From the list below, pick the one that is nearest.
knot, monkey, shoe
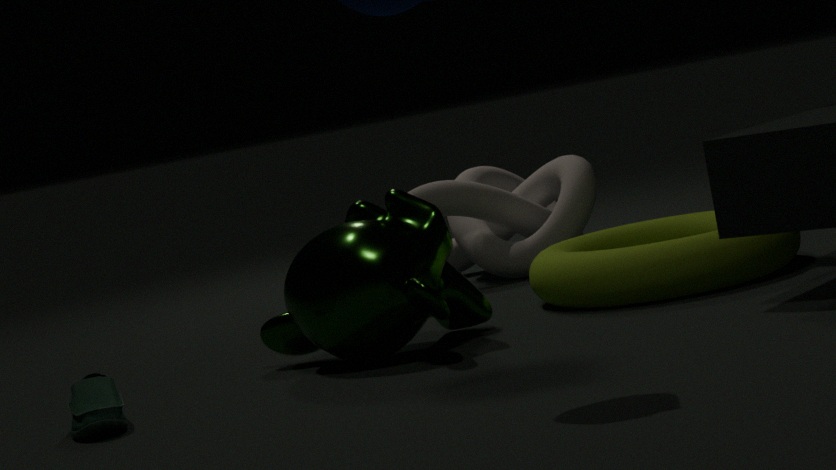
shoe
